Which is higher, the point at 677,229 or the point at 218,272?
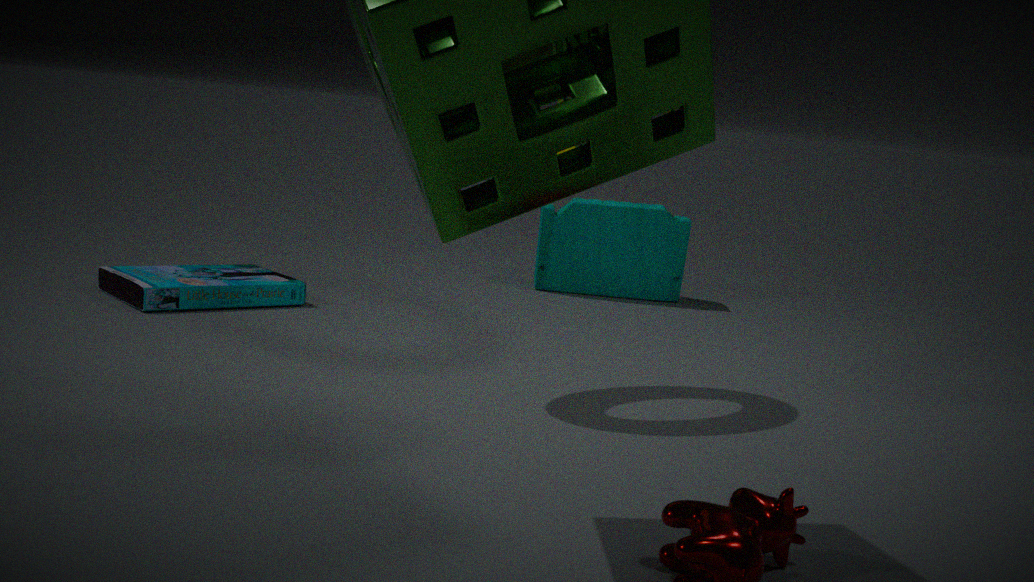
the point at 677,229
